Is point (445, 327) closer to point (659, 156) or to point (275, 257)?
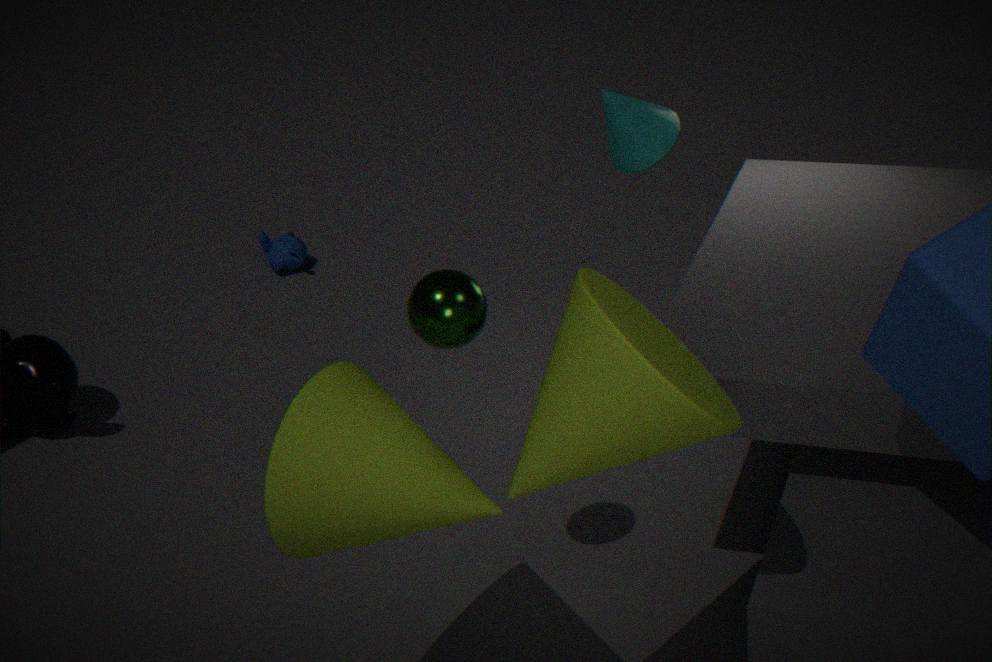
point (659, 156)
